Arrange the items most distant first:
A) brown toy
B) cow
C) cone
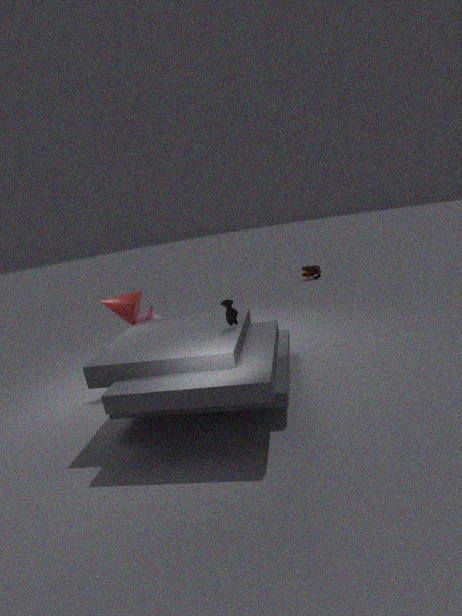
A. brown toy < C. cone < B. cow
